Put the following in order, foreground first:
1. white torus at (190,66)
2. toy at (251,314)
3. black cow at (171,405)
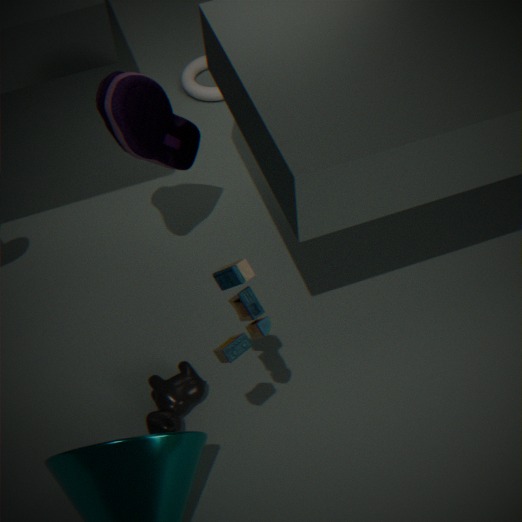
toy at (251,314)
black cow at (171,405)
white torus at (190,66)
